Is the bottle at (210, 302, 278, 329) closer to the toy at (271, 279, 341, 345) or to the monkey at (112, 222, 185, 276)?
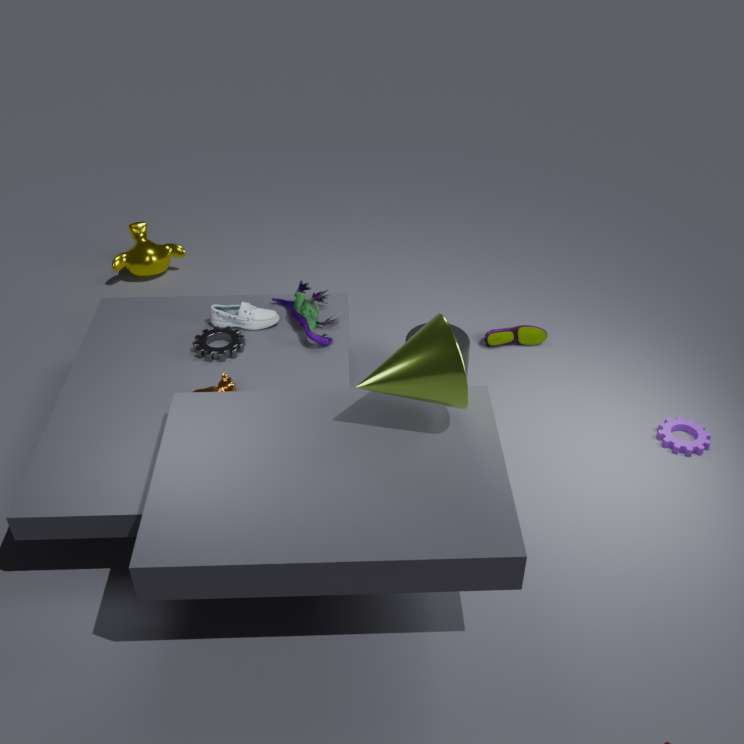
the toy at (271, 279, 341, 345)
